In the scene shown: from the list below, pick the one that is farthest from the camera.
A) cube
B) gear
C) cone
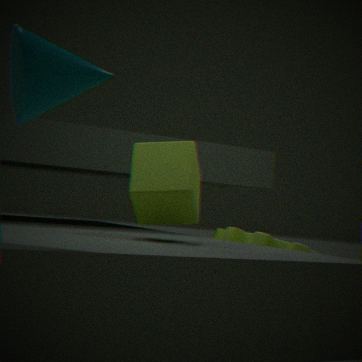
gear
